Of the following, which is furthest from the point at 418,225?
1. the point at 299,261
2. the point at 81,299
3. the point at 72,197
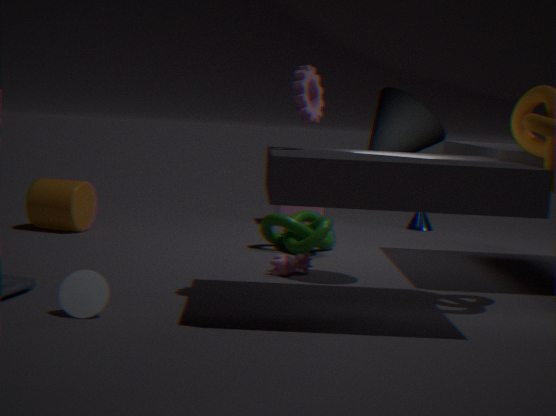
the point at 81,299
